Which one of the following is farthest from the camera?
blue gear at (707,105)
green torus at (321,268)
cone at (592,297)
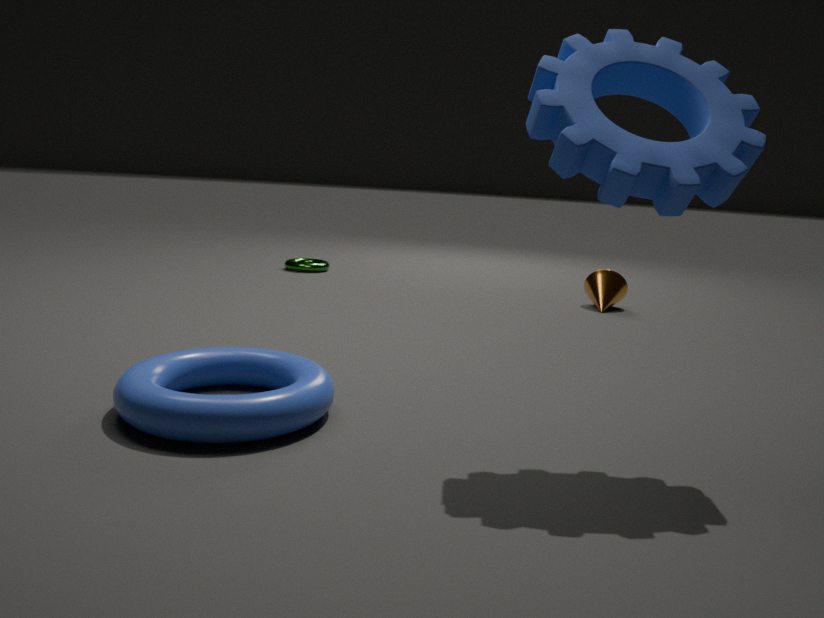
green torus at (321,268)
